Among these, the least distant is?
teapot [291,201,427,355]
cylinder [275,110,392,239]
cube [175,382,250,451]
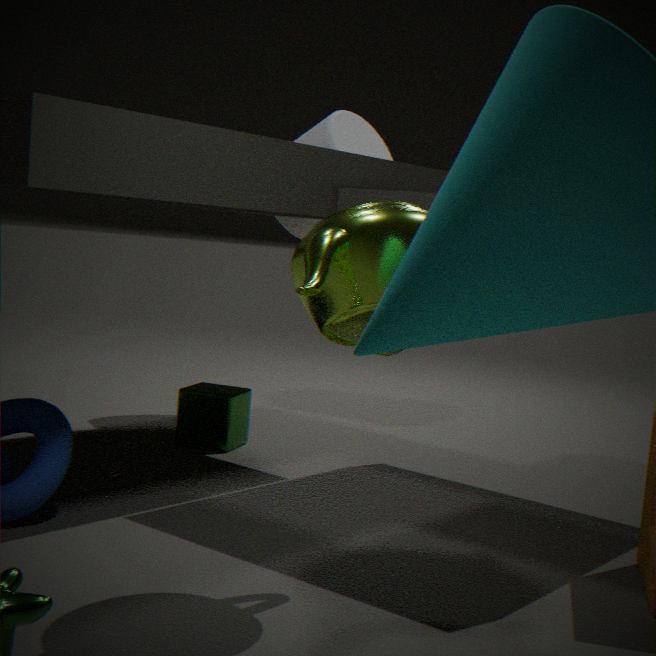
teapot [291,201,427,355]
